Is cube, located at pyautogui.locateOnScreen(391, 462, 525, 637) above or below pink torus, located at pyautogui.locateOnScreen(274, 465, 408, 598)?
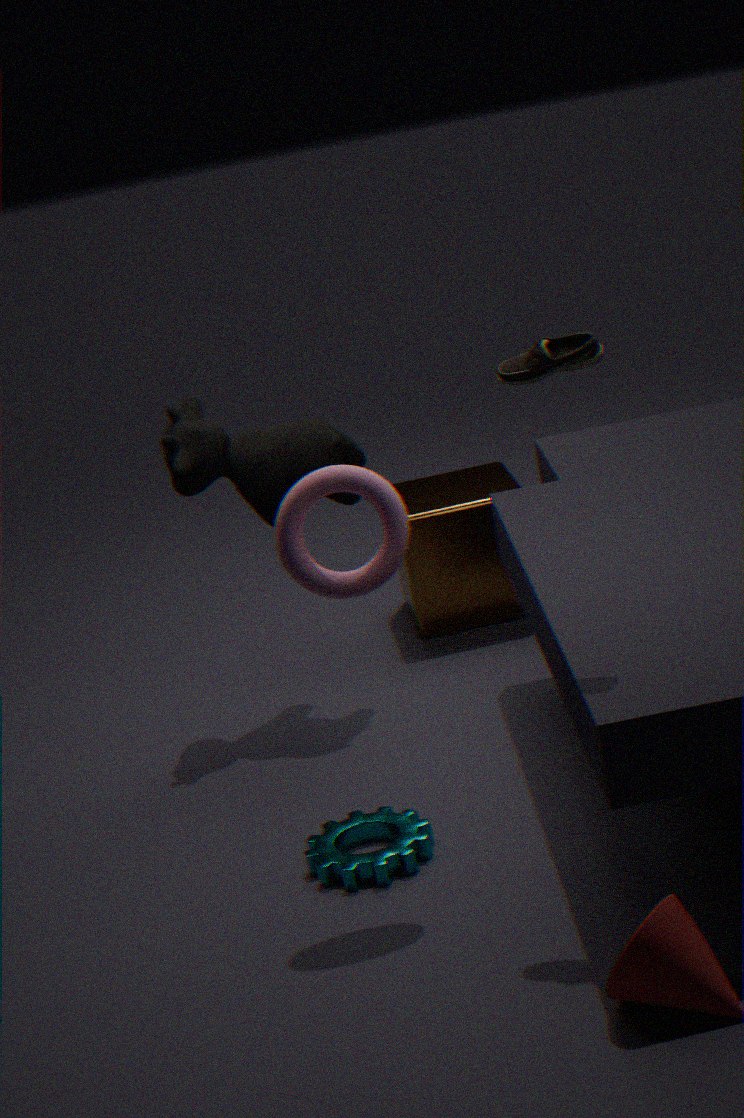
below
